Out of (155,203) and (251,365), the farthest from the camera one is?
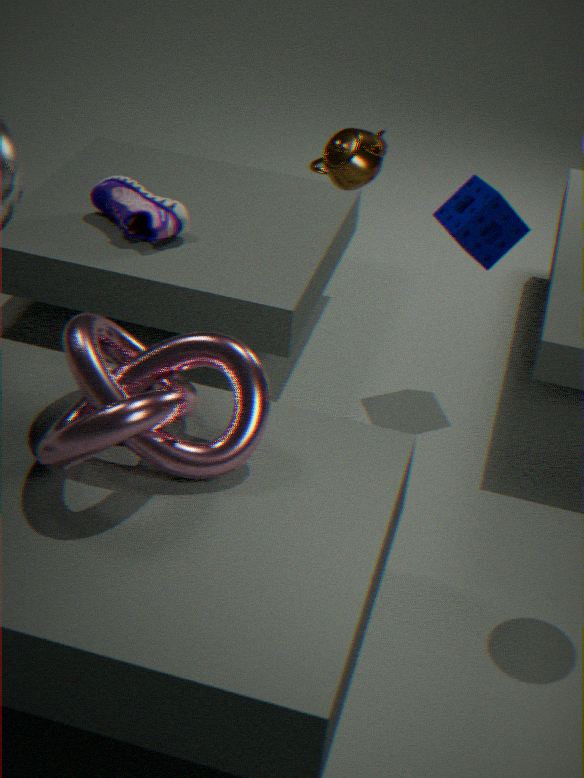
(155,203)
